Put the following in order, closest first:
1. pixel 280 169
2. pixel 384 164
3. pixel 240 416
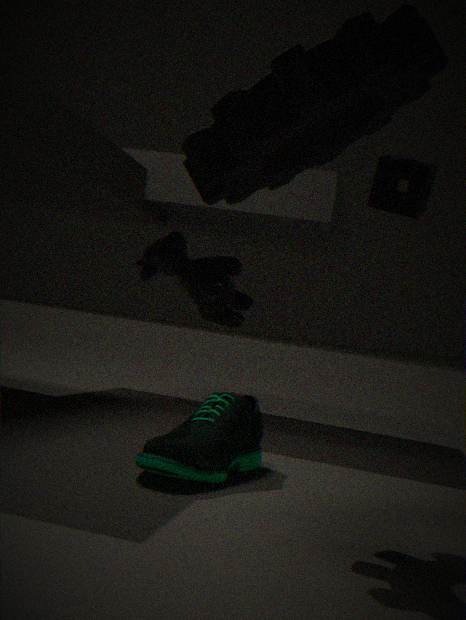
pixel 280 169, pixel 240 416, pixel 384 164
